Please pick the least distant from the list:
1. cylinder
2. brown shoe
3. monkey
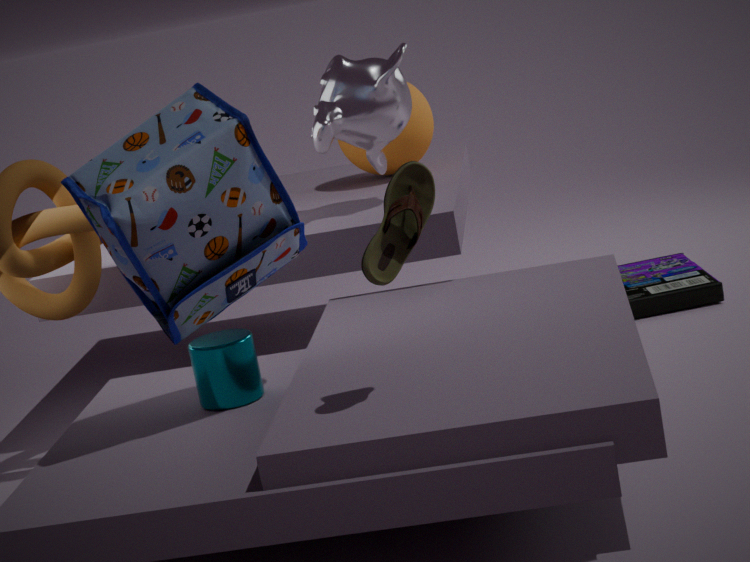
brown shoe
